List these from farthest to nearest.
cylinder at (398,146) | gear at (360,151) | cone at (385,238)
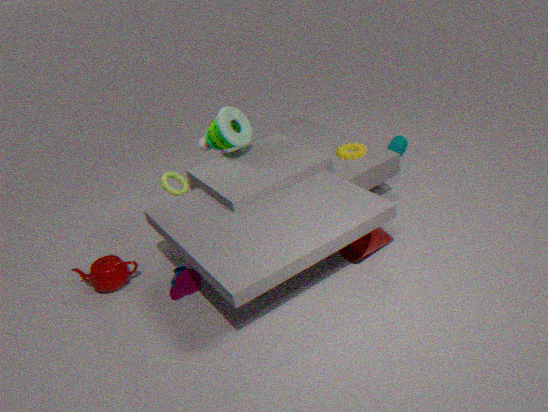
cylinder at (398,146)
gear at (360,151)
cone at (385,238)
